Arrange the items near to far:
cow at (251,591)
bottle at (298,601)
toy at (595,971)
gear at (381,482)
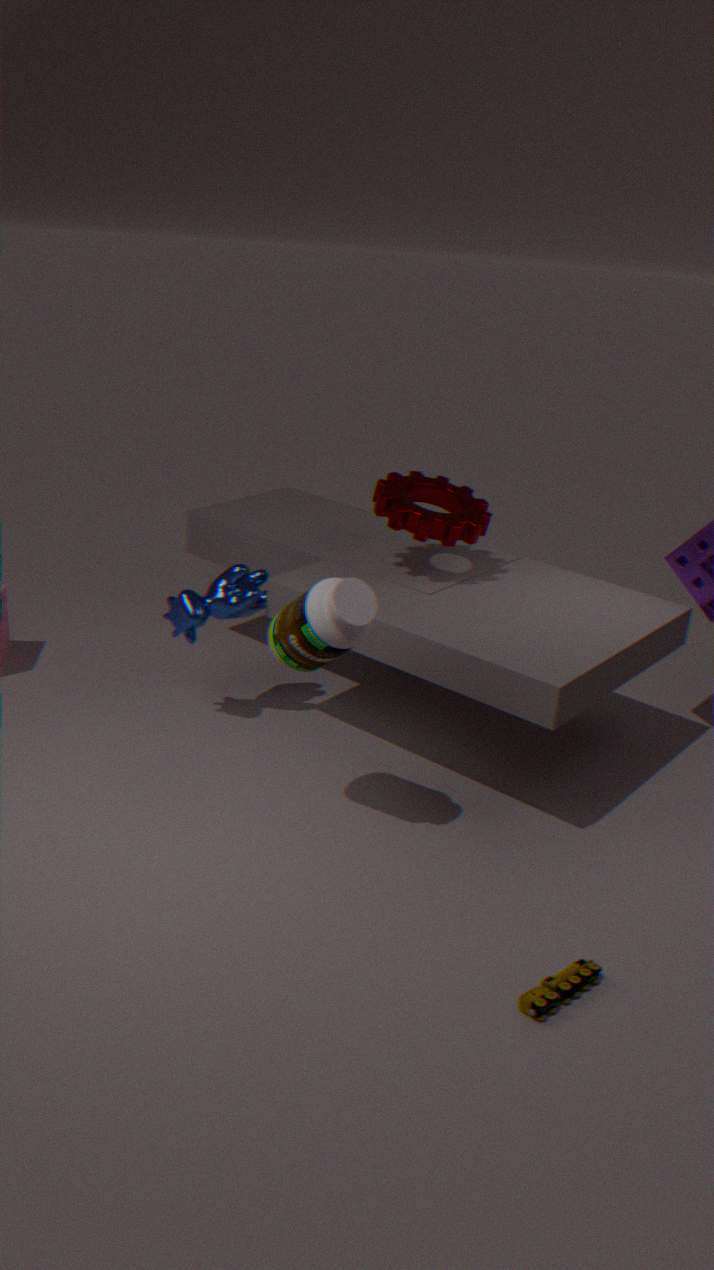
toy at (595,971) → bottle at (298,601) → cow at (251,591) → gear at (381,482)
